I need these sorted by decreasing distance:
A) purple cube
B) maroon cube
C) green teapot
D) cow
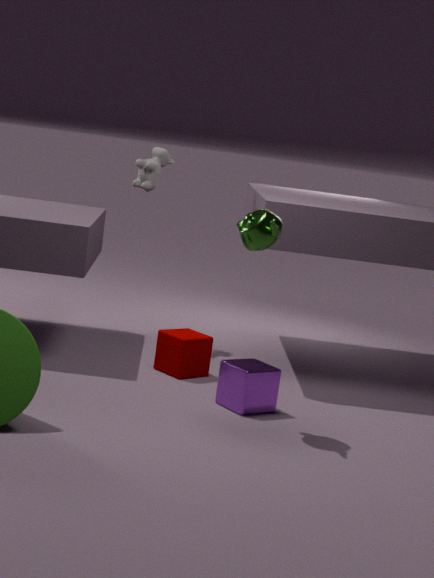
cow
maroon cube
purple cube
green teapot
